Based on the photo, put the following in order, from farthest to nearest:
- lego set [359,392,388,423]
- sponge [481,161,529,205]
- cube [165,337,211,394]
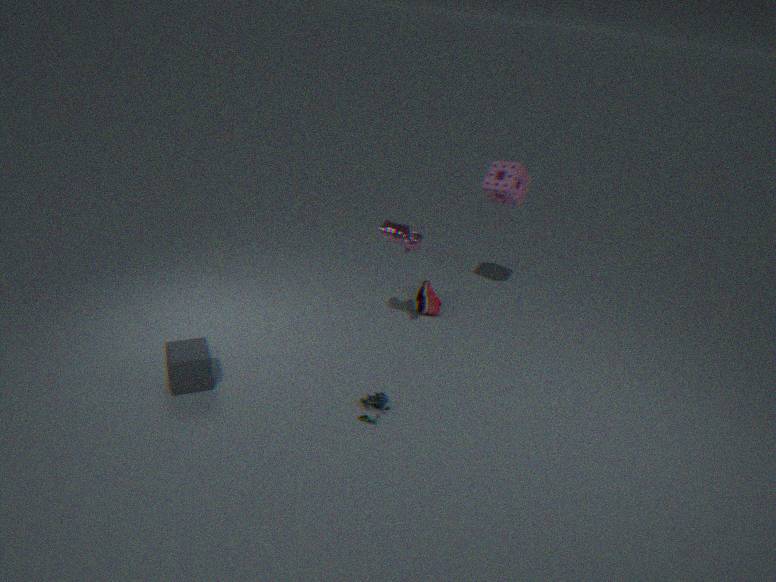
1. sponge [481,161,529,205]
2. lego set [359,392,388,423]
3. cube [165,337,211,394]
